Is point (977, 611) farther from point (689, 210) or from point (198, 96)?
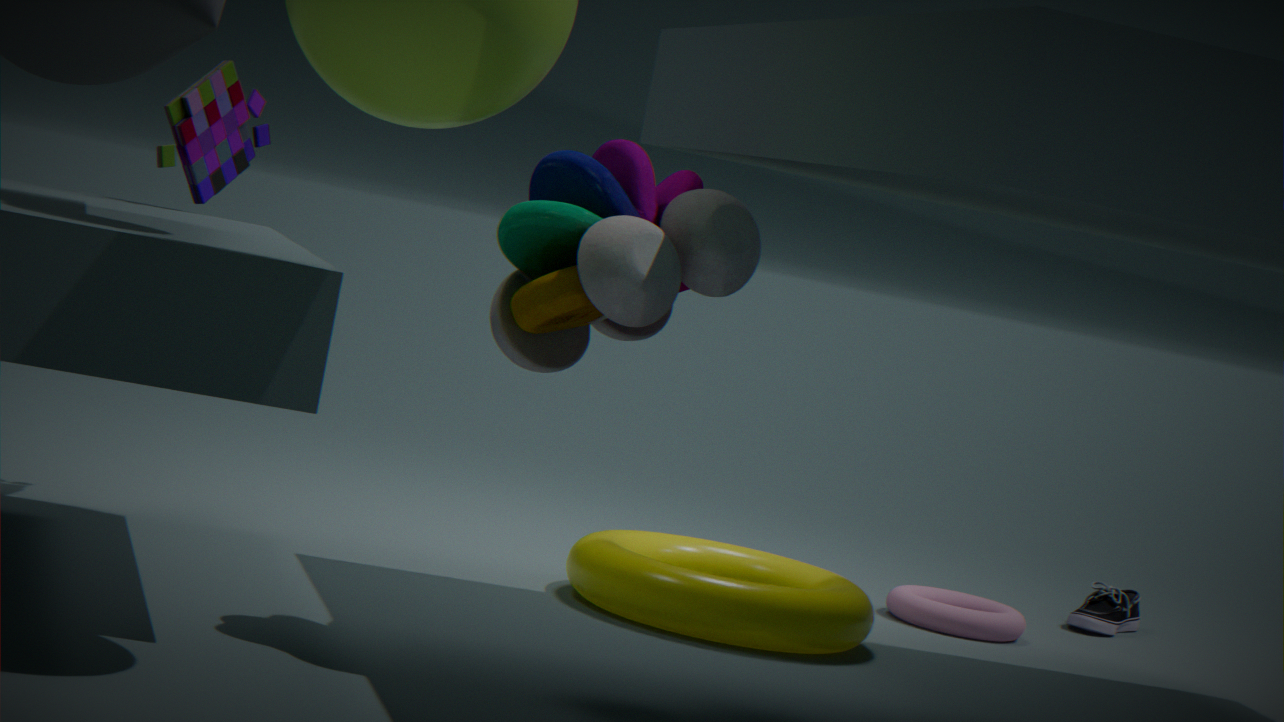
point (198, 96)
